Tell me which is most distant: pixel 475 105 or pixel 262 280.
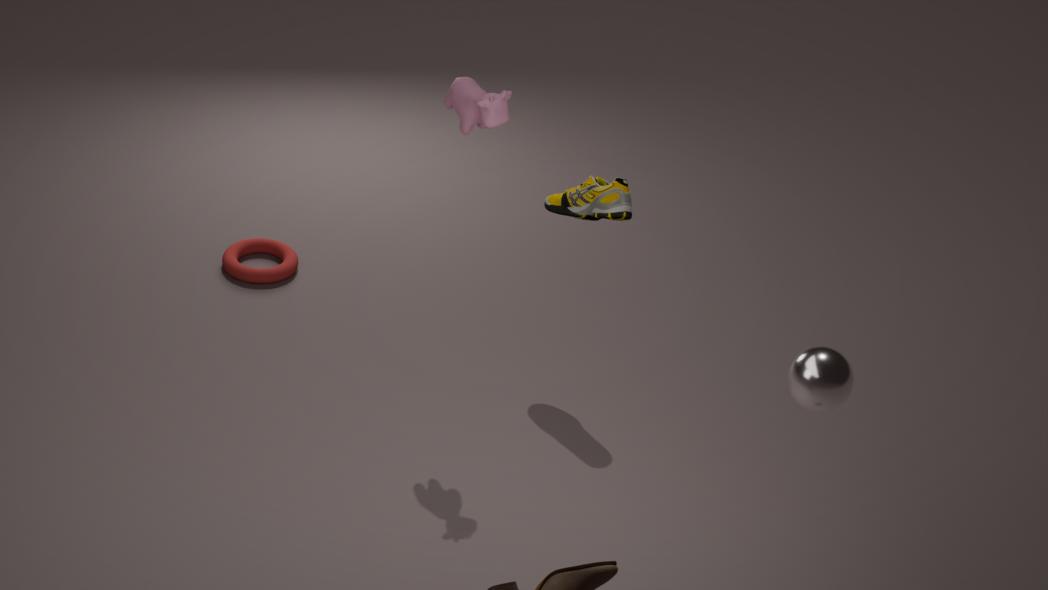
pixel 262 280
